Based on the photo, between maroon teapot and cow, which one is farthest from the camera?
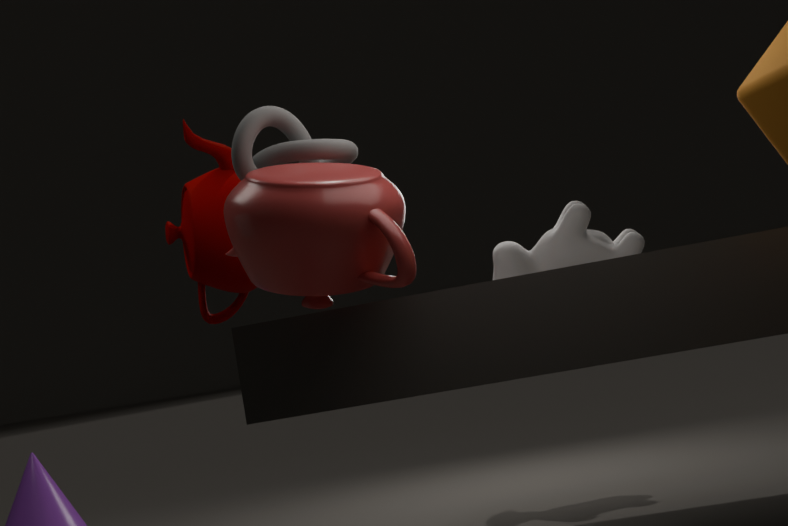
cow
